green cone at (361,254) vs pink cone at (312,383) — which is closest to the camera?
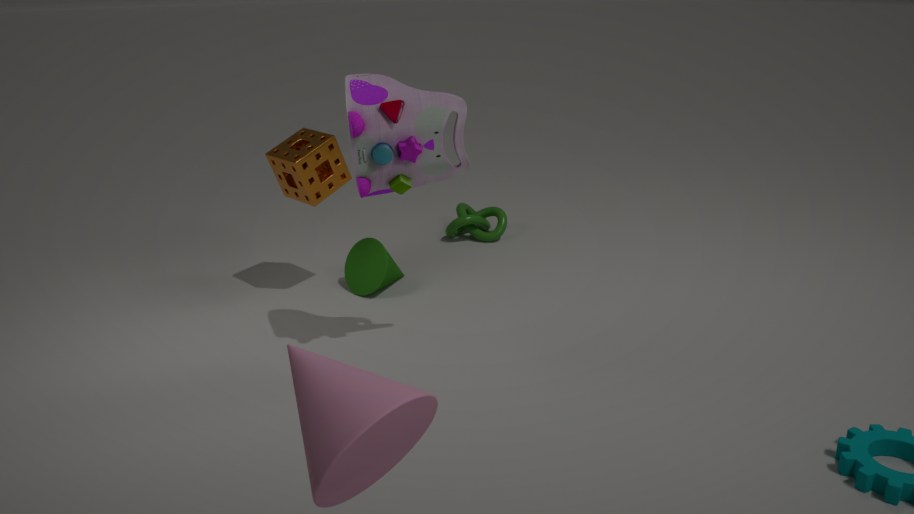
pink cone at (312,383)
